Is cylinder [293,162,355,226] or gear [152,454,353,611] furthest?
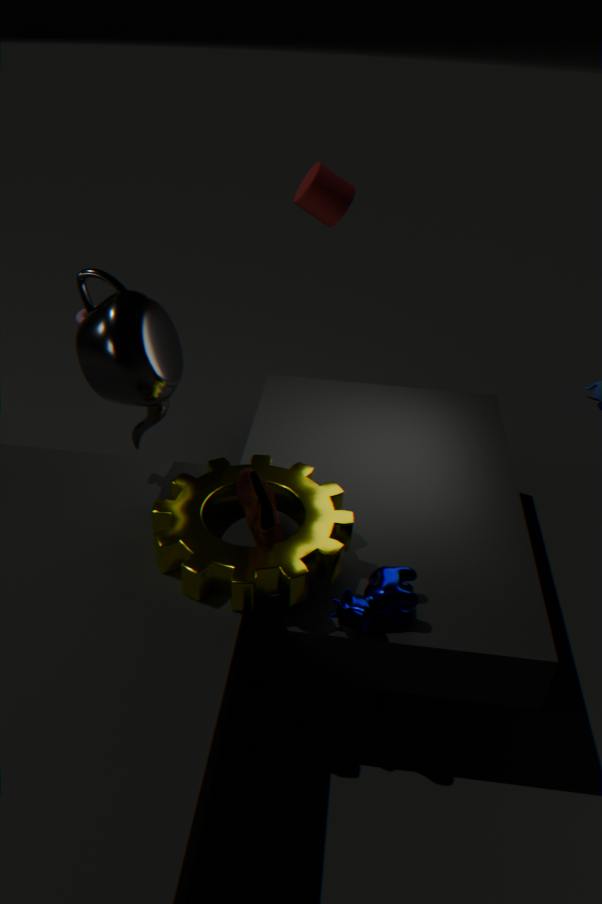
cylinder [293,162,355,226]
